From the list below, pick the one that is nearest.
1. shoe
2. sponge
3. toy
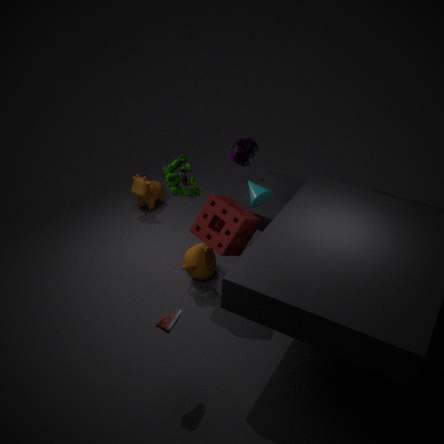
shoe
